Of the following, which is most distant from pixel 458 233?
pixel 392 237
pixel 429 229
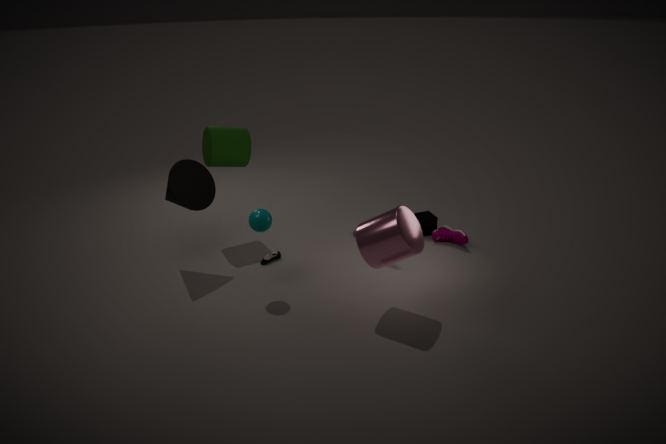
pixel 392 237
